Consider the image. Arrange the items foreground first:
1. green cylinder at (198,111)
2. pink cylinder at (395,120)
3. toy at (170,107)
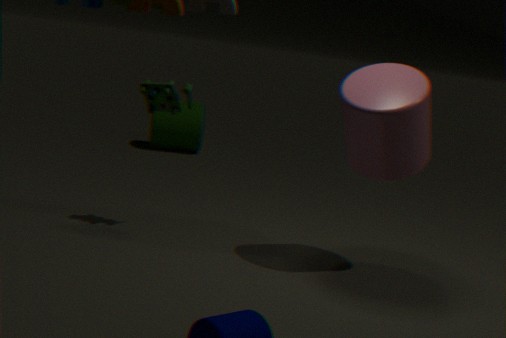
pink cylinder at (395,120), toy at (170,107), green cylinder at (198,111)
